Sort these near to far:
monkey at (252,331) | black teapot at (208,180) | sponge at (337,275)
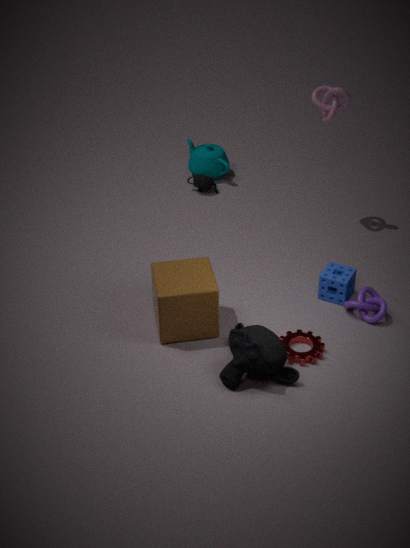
monkey at (252,331) → sponge at (337,275) → black teapot at (208,180)
